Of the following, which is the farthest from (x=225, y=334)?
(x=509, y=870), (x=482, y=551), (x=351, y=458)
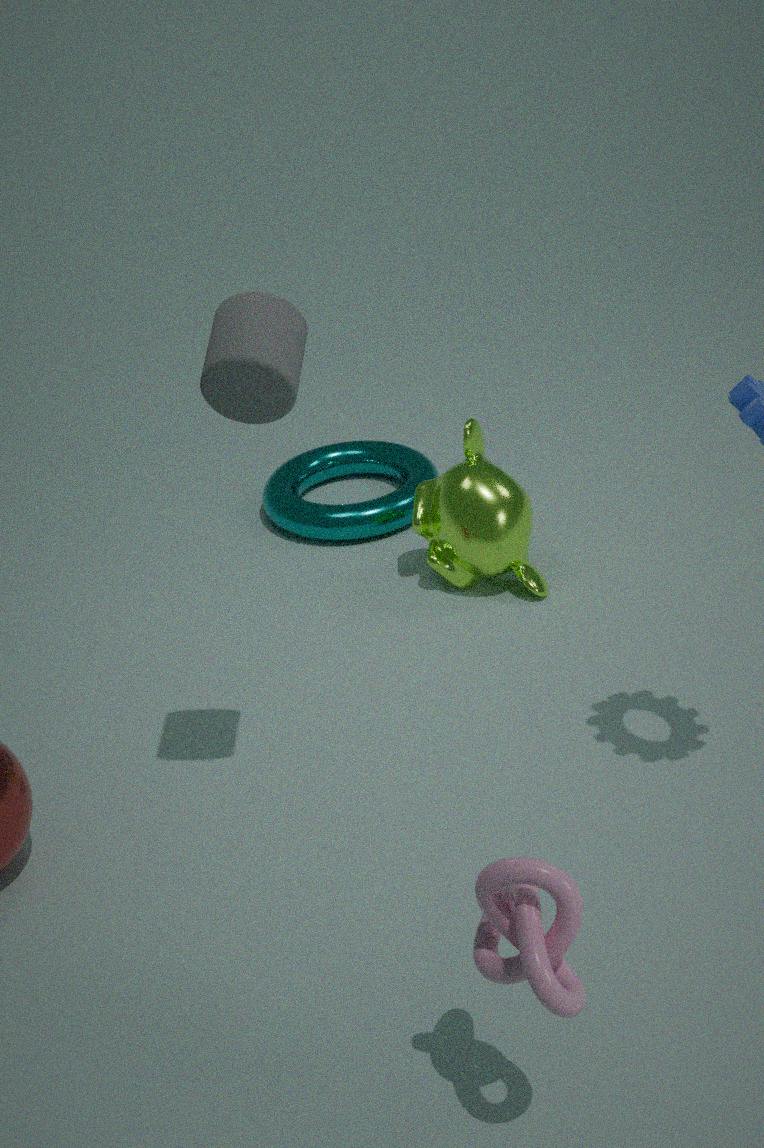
(x=351, y=458)
